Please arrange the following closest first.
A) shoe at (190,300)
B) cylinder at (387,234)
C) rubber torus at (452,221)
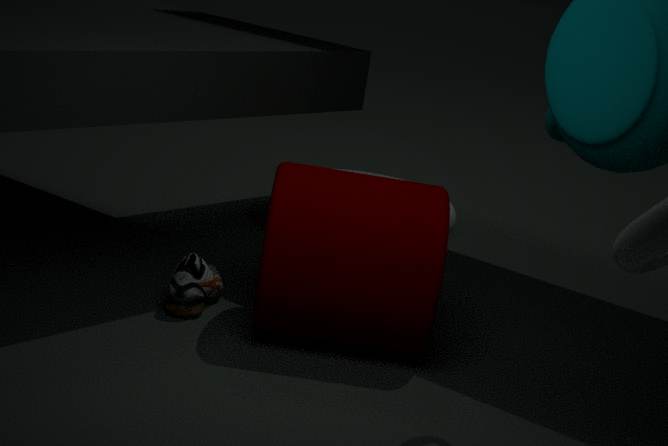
cylinder at (387,234) → shoe at (190,300) → rubber torus at (452,221)
